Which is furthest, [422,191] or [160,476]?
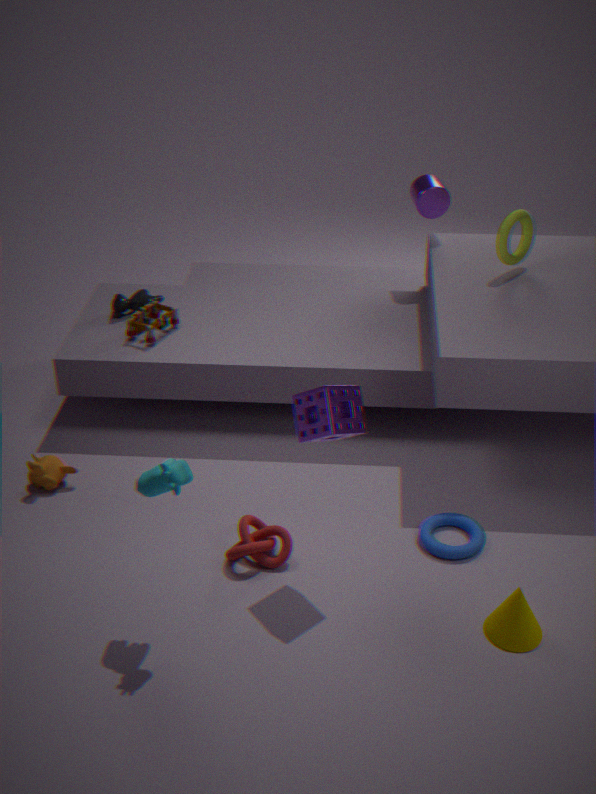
[422,191]
